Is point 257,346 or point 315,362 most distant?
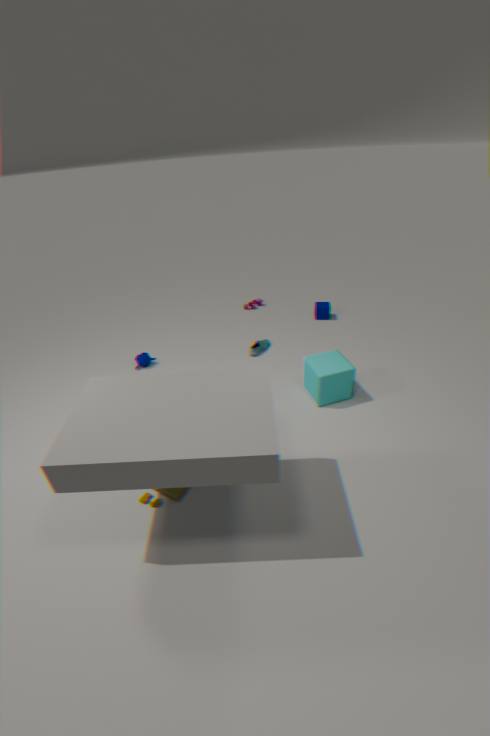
point 257,346
